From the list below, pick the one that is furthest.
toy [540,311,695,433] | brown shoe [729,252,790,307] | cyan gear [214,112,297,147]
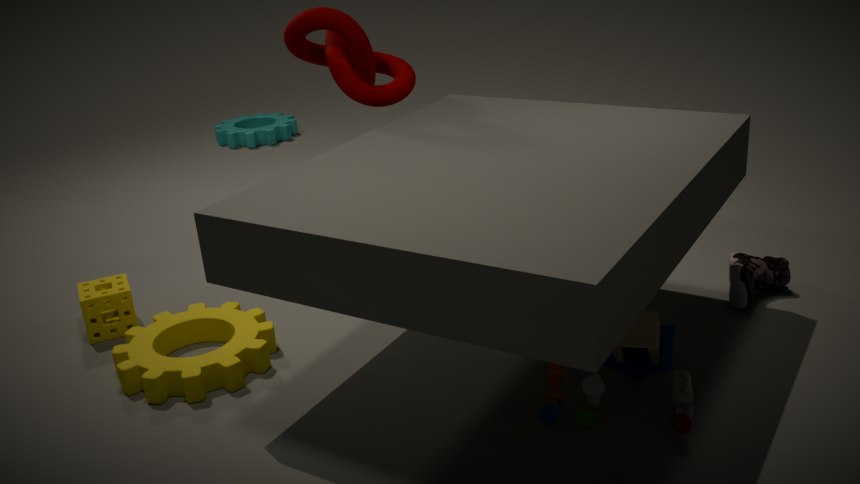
cyan gear [214,112,297,147]
